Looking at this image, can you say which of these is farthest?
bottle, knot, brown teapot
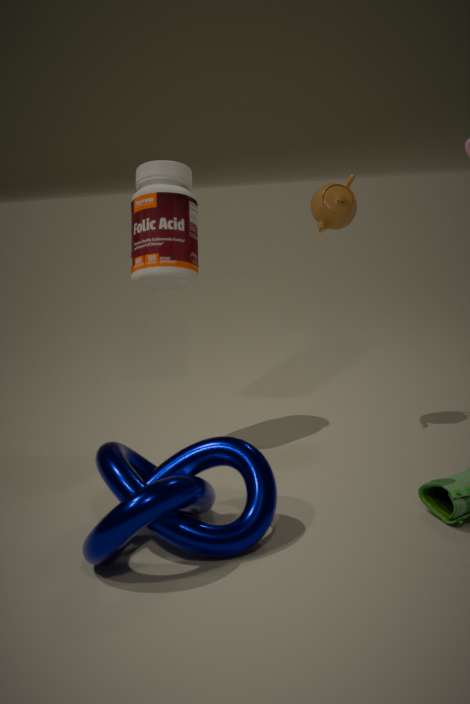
brown teapot
